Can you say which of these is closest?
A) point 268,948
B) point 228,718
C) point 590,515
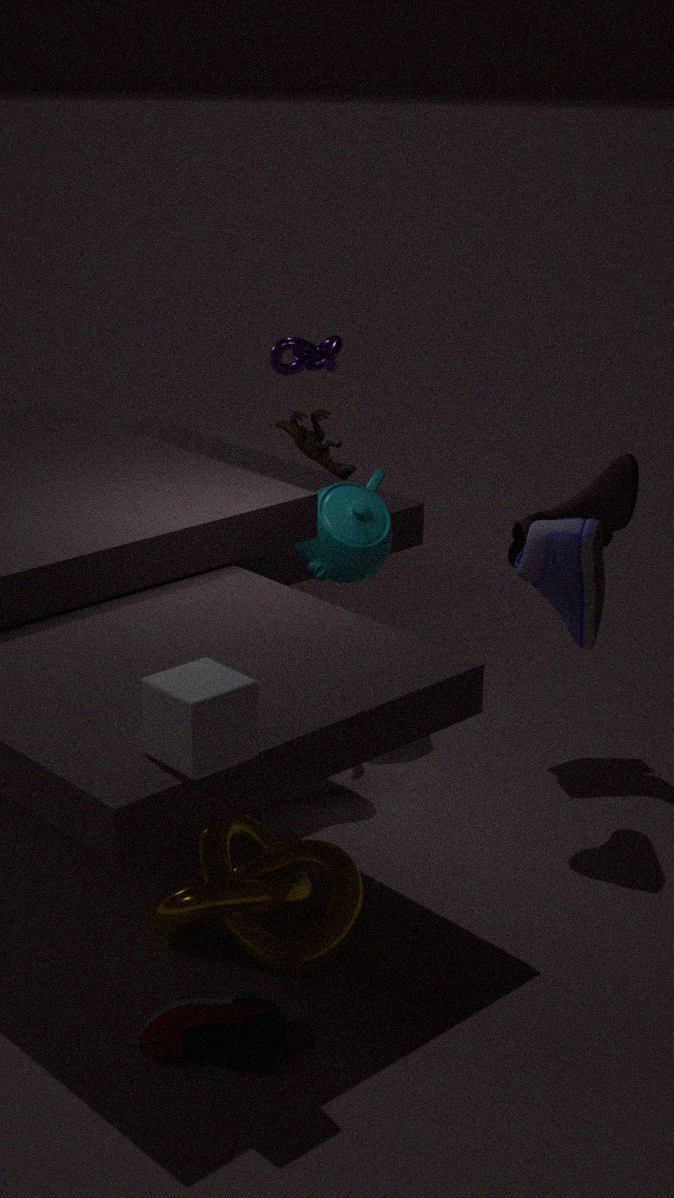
point 228,718
